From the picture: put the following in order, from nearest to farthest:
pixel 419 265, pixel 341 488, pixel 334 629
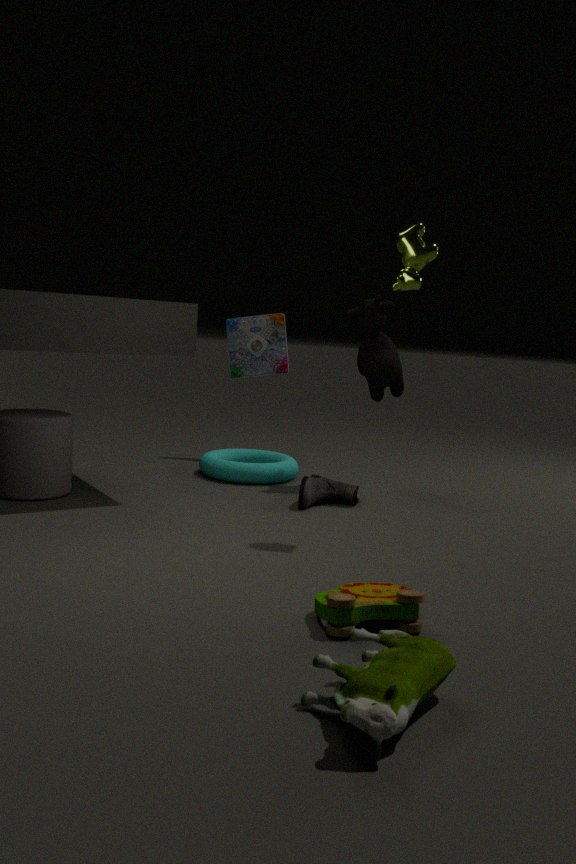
pixel 334 629
pixel 419 265
pixel 341 488
